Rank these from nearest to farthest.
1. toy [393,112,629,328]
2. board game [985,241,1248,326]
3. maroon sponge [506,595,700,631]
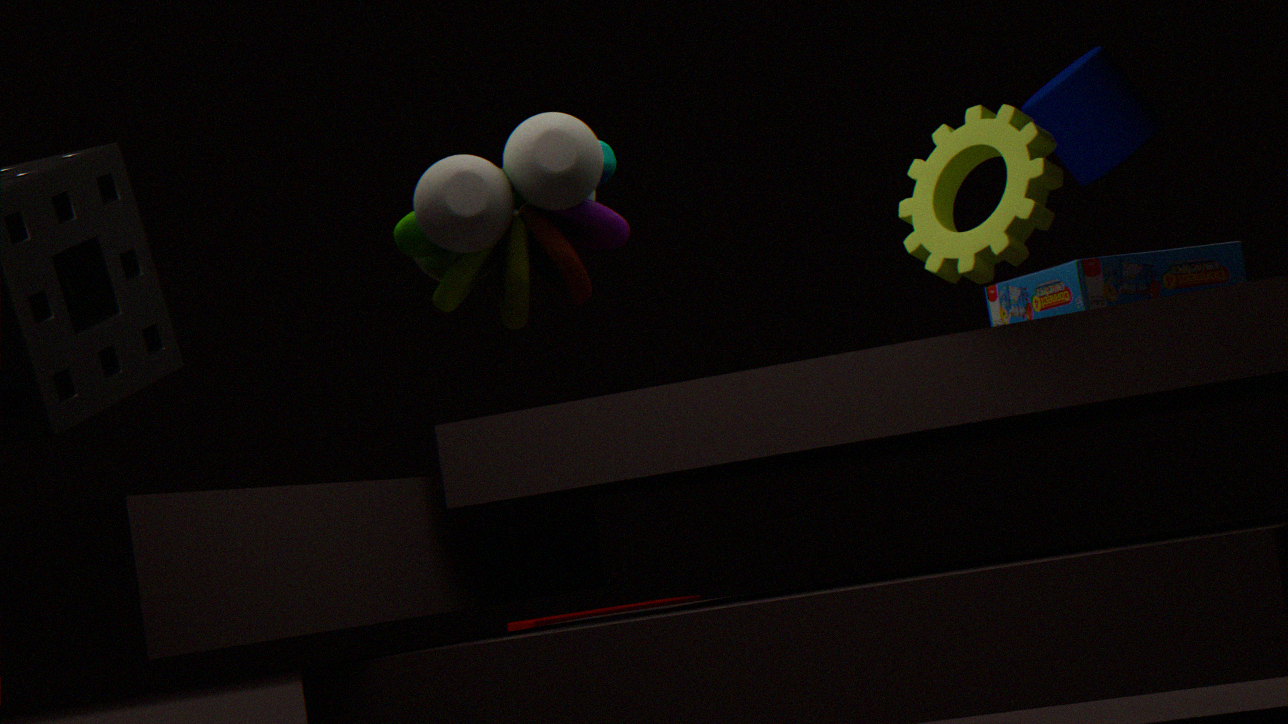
Answer: 1. toy [393,112,629,328]
2. board game [985,241,1248,326]
3. maroon sponge [506,595,700,631]
